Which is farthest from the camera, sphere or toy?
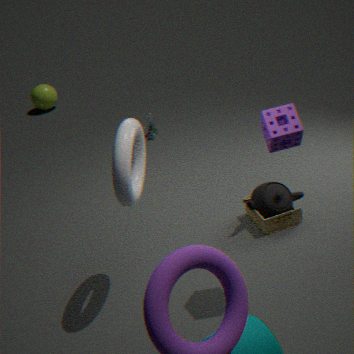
sphere
